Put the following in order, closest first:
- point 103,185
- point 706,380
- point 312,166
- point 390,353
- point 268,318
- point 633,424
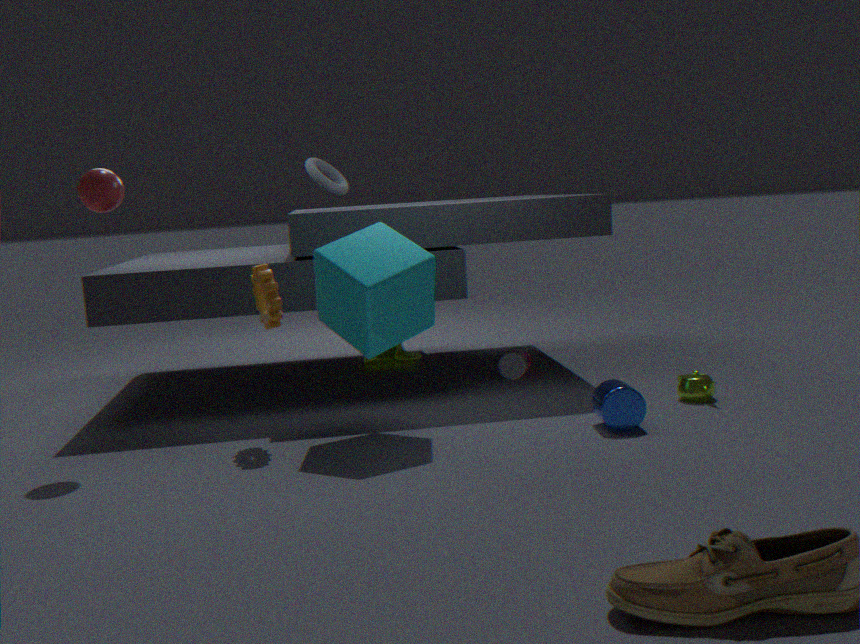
point 633,424 → point 103,185 → point 268,318 → point 706,380 → point 312,166 → point 390,353
